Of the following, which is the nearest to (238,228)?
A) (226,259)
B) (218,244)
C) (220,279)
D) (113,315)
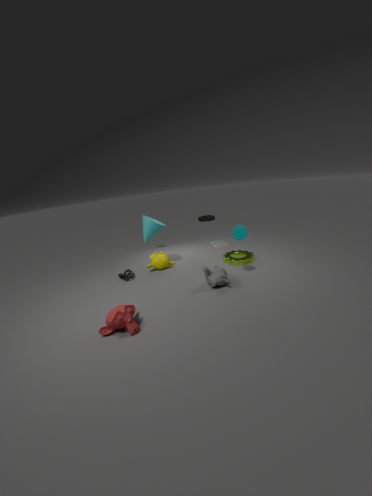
(220,279)
